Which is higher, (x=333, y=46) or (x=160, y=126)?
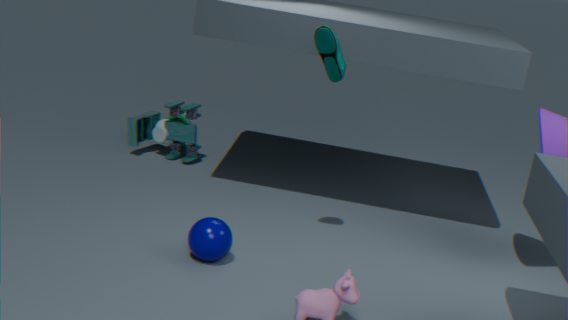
(x=333, y=46)
